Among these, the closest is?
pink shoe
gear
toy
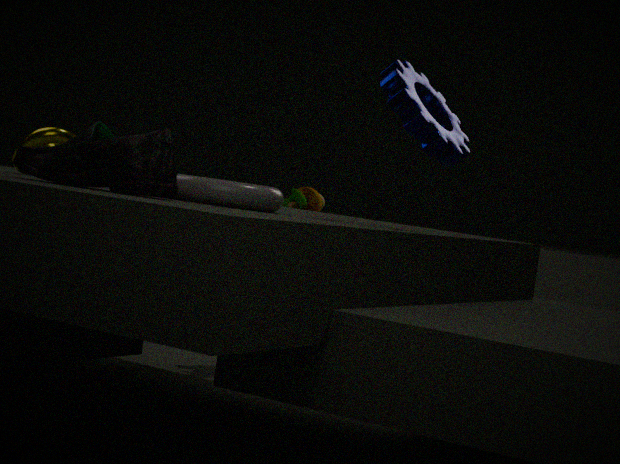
pink shoe
